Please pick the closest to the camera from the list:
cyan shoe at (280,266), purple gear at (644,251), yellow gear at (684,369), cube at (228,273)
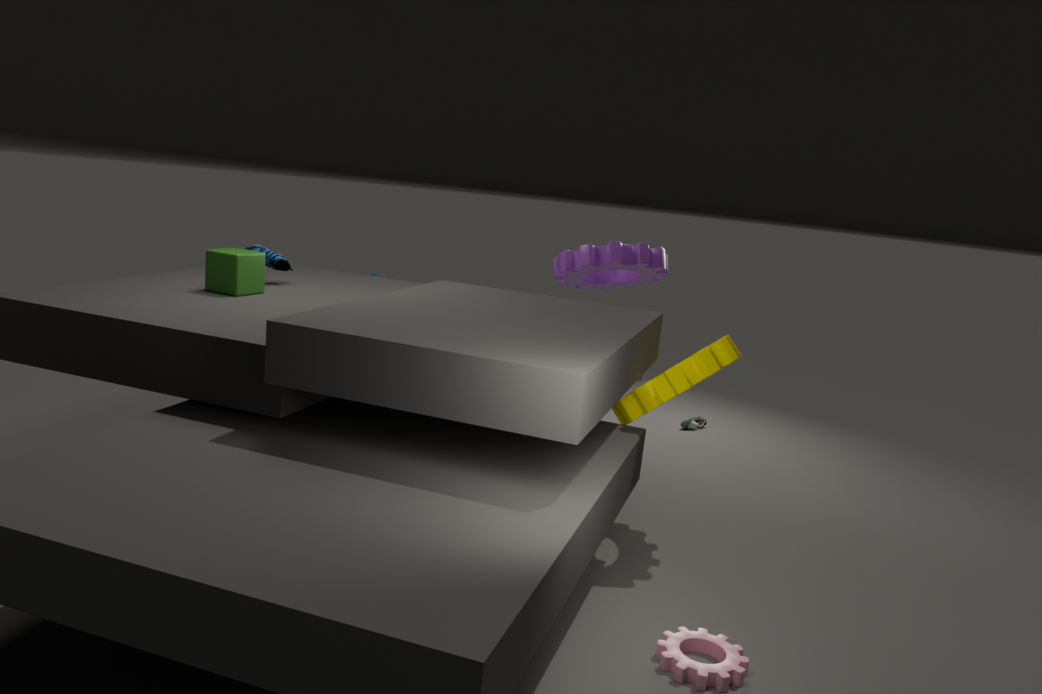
yellow gear at (684,369)
